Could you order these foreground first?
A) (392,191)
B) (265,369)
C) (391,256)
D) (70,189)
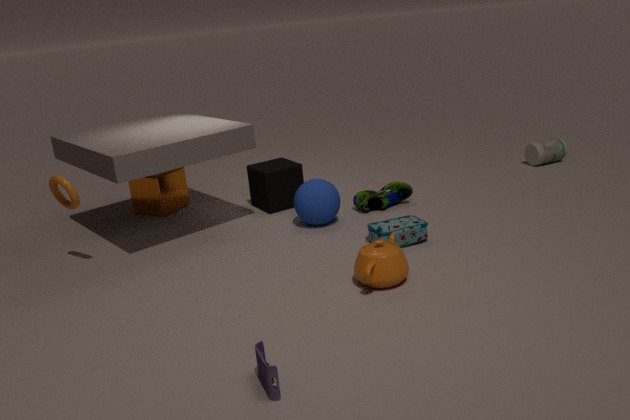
(265,369) < (391,256) < (70,189) < (392,191)
